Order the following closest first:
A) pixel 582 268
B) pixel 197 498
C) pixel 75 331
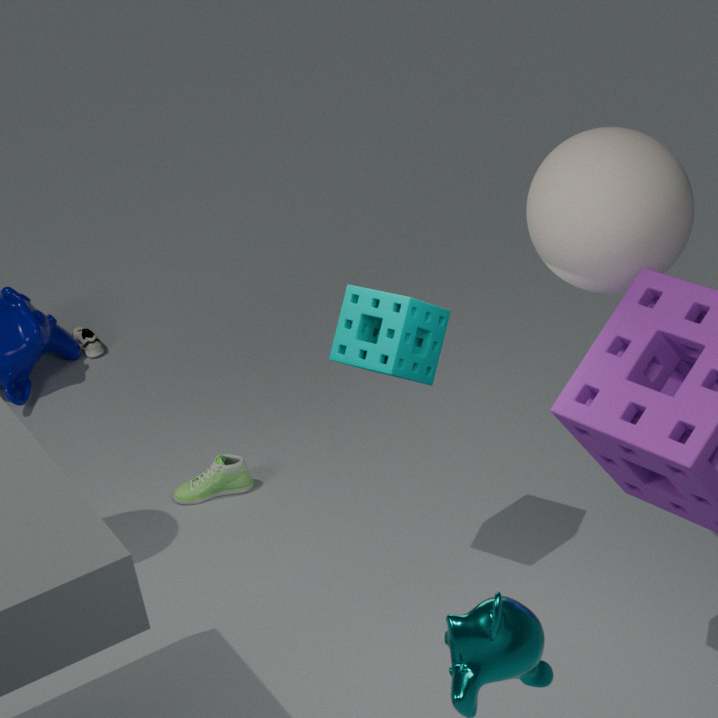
pixel 582 268 < pixel 197 498 < pixel 75 331
